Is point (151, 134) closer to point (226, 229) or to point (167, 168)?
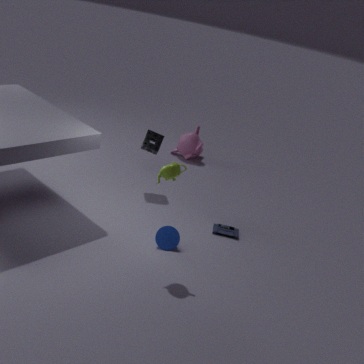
point (226, 229)
